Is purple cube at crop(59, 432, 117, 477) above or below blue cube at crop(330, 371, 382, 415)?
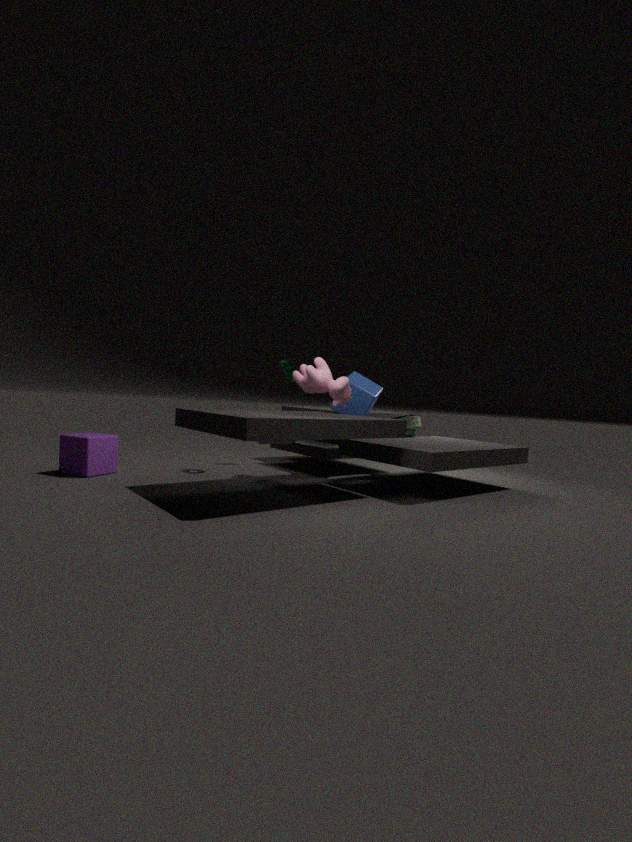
below
